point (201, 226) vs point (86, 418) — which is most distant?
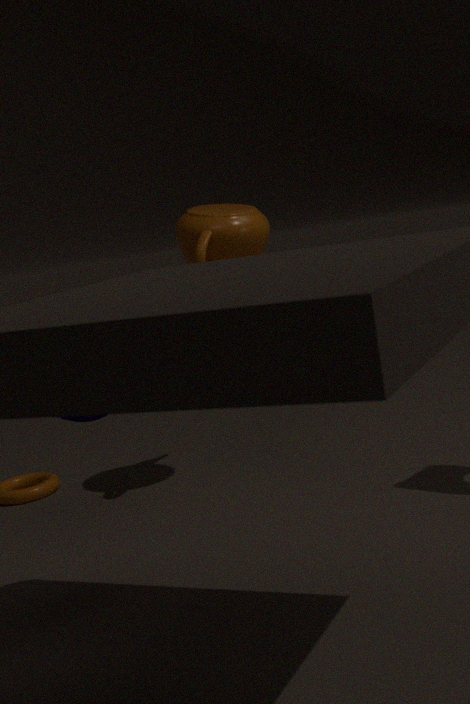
point (201, 226)
